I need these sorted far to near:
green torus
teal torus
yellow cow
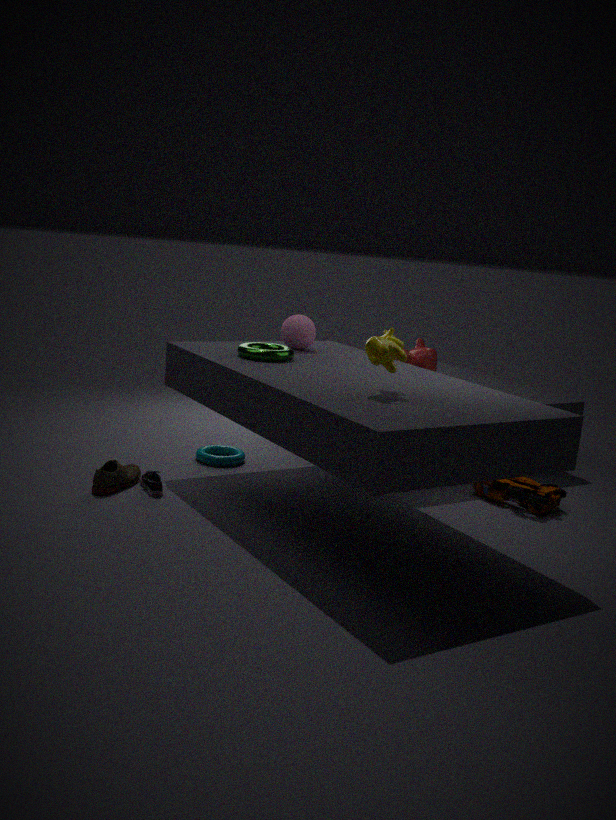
teal torus → green torus → yellow cow
